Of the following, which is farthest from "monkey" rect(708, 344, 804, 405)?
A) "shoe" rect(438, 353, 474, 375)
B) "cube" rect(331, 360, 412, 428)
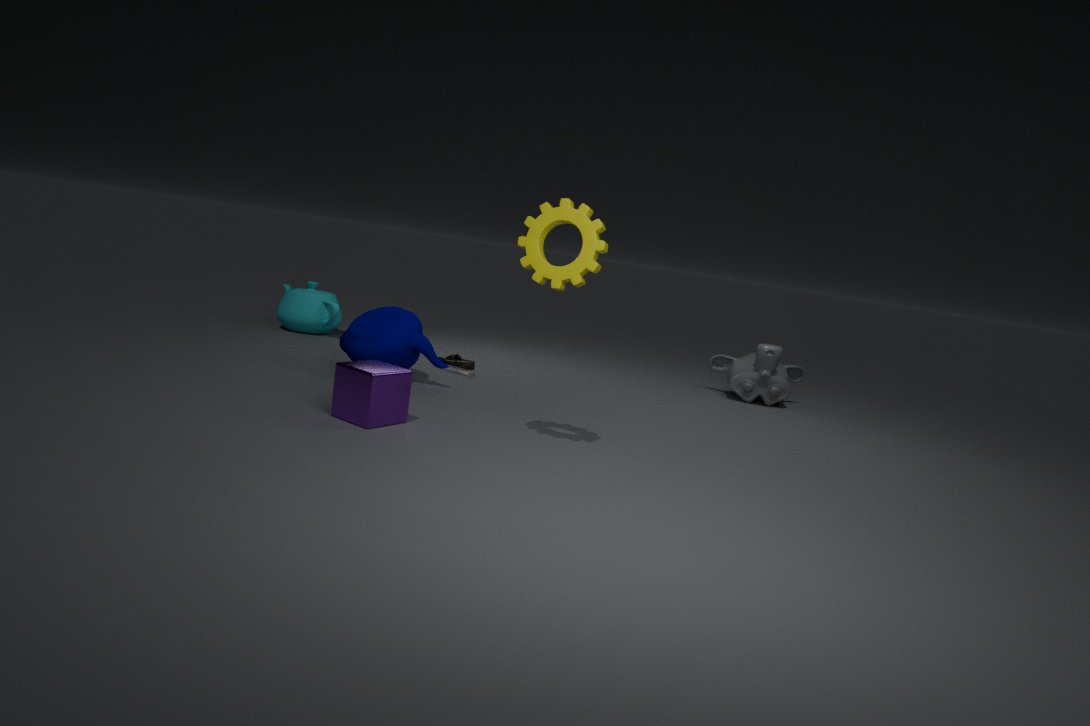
"cube" rect(331, 360, 412, 428)
